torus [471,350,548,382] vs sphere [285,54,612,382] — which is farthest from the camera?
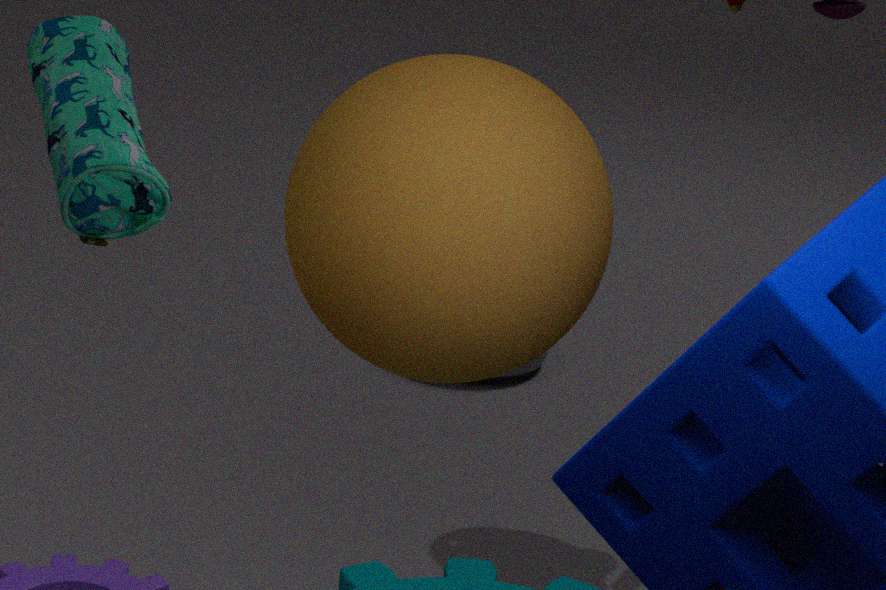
torus [471,350,548,382]
